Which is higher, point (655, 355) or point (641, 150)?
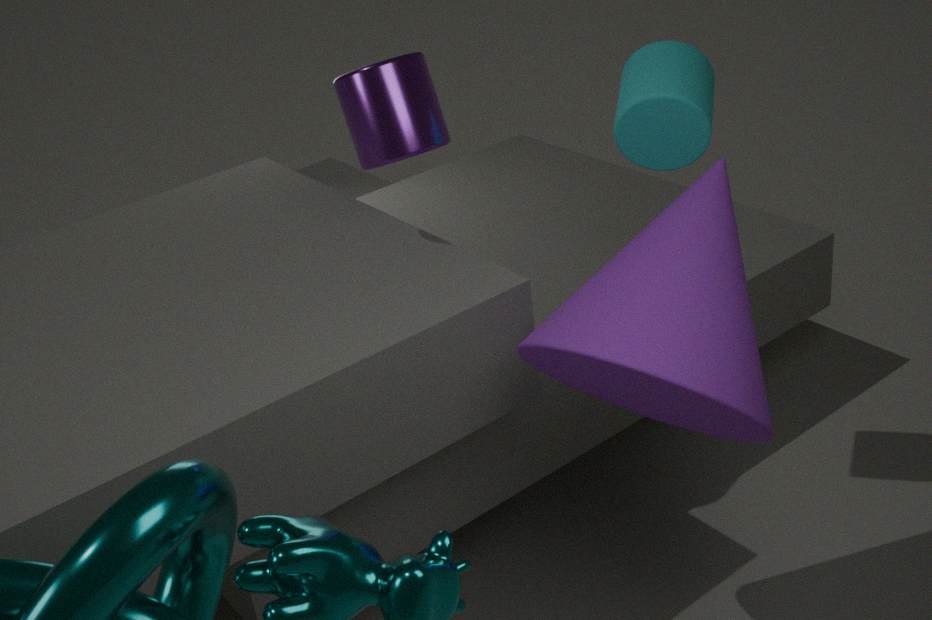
point (641, 150)
